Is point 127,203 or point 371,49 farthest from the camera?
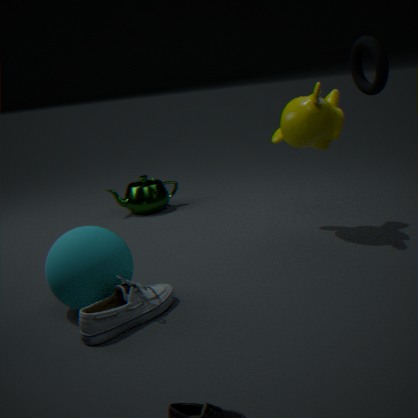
point 127,203
